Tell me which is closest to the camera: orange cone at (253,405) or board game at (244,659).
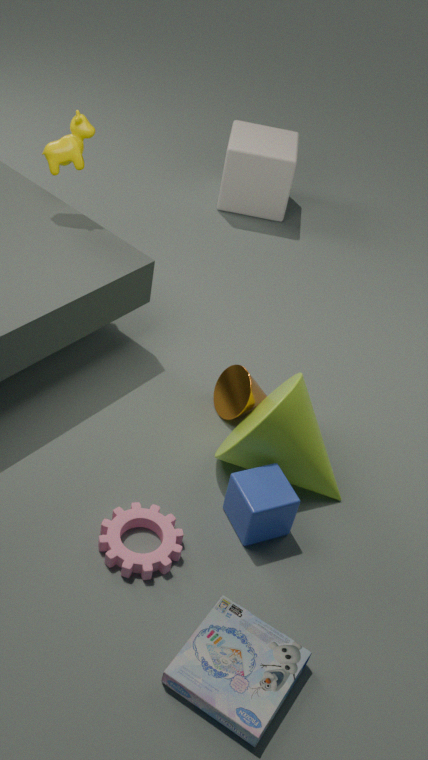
board game at (244,659)
